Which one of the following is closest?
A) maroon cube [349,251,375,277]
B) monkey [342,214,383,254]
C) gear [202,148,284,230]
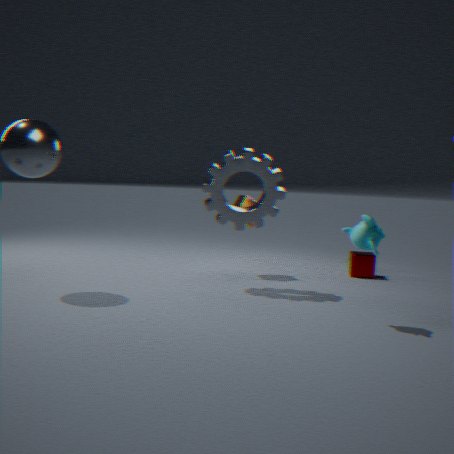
monkey [342,214,383,254]
